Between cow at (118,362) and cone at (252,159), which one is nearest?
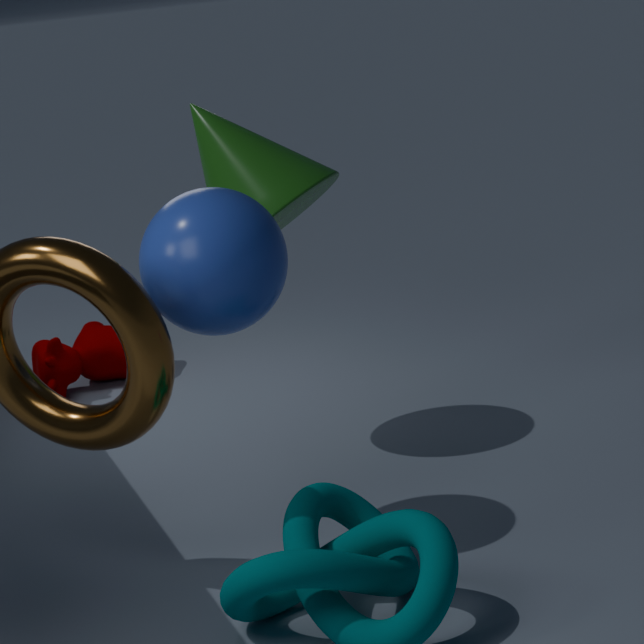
cone at (252,159)
